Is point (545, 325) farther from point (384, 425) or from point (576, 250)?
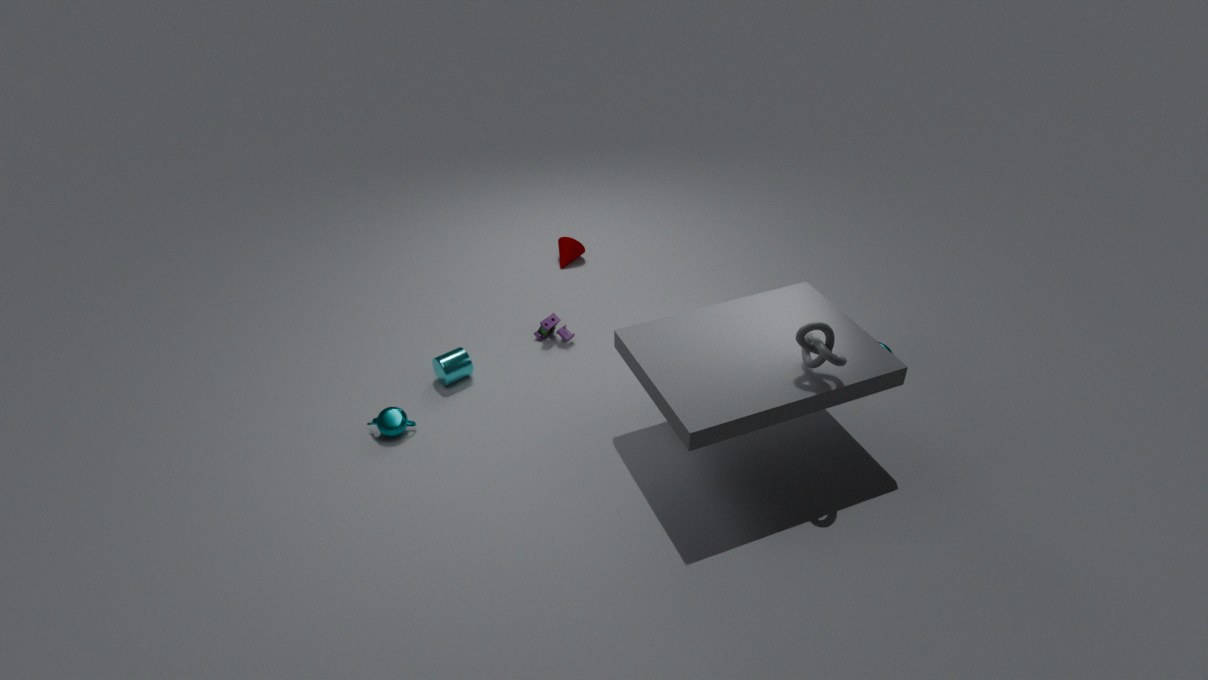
point (384, 425)
